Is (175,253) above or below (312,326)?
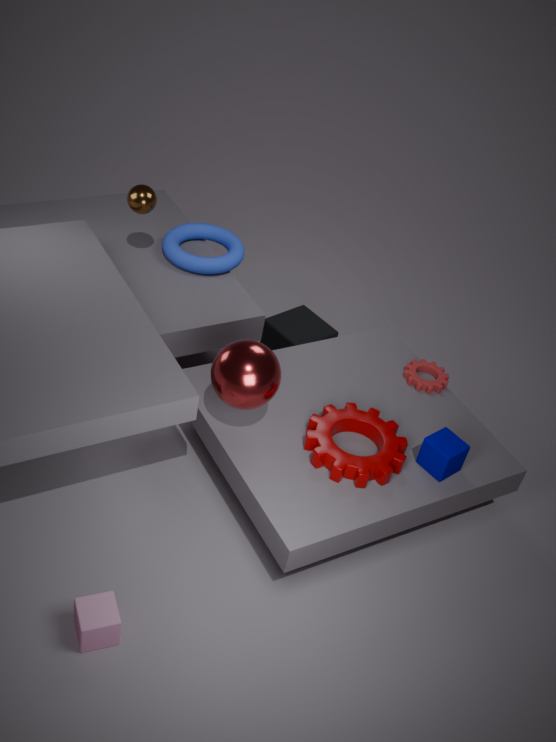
above
